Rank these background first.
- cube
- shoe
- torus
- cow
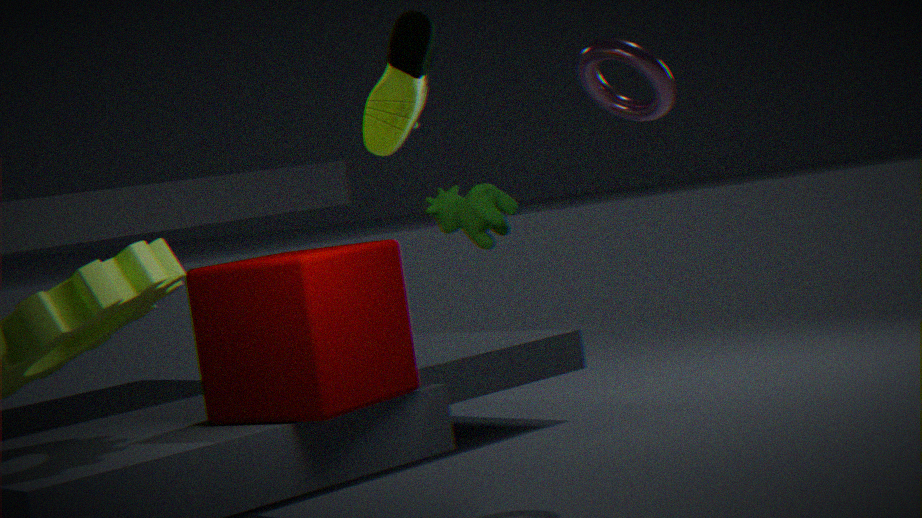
torus, cow, cube, shoe
